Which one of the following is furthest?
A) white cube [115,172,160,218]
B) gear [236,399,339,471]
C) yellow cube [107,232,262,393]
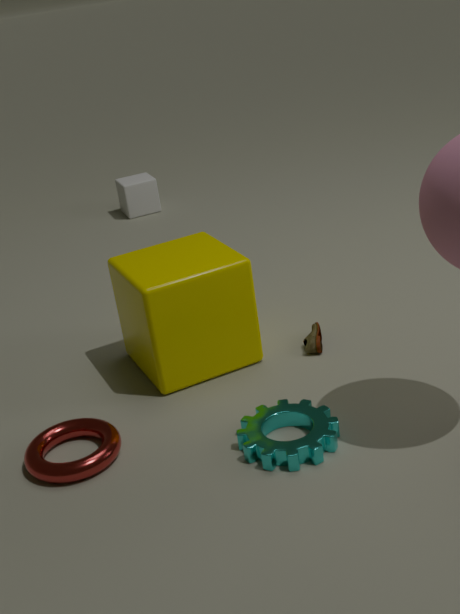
white cube [115,172,160,218]
